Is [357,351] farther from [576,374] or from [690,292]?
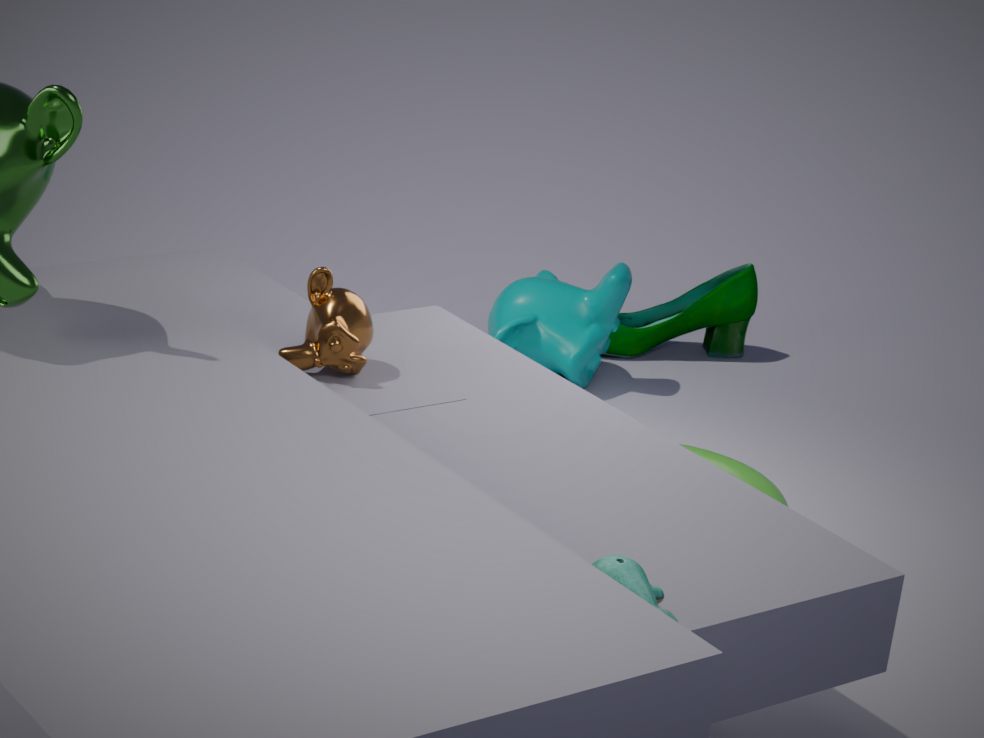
[690,292]
